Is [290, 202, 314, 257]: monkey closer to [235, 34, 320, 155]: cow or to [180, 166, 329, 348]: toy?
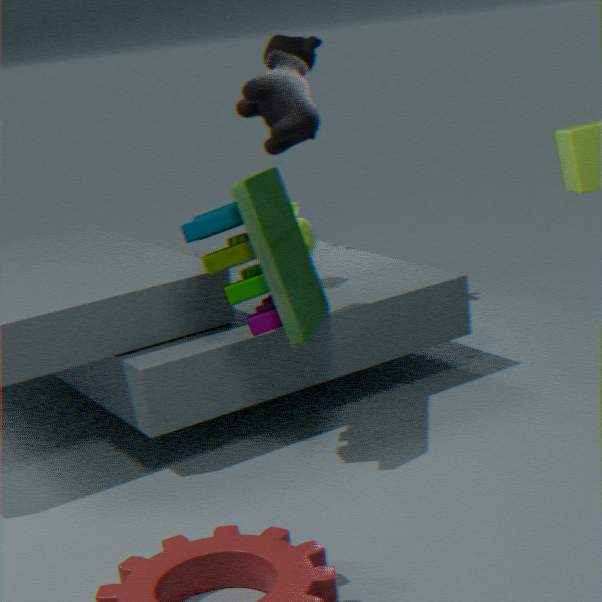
[180, 166, 329, 348]: toy
